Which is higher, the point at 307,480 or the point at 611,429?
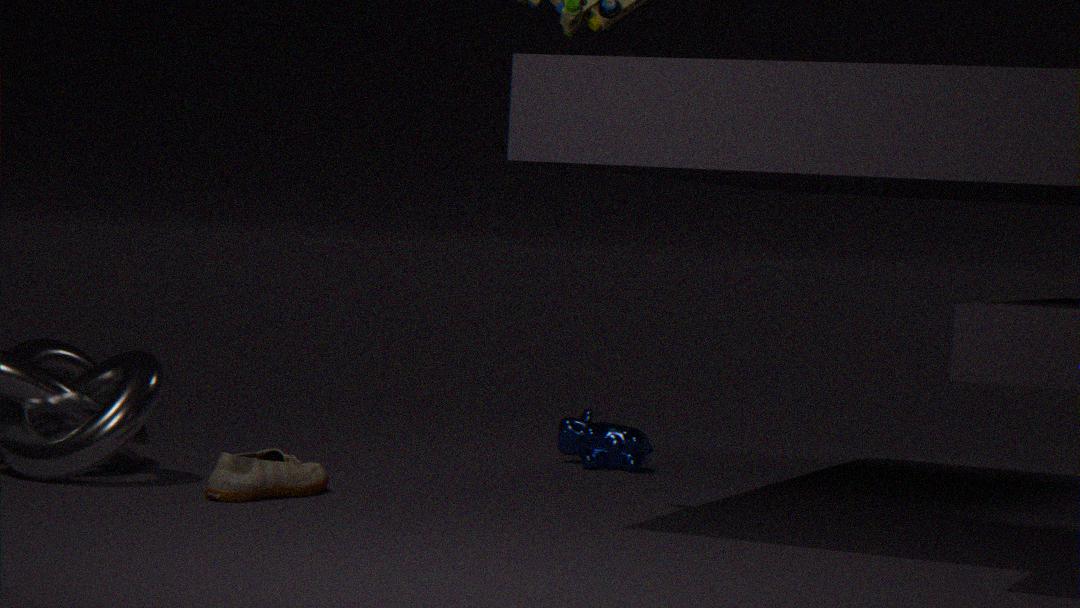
the point at 611,429
